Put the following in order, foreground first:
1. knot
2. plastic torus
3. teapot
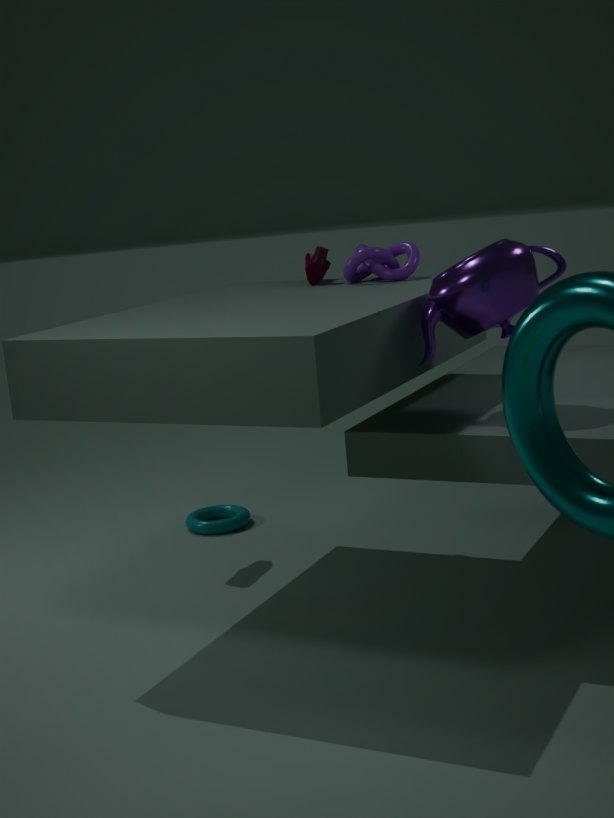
1. teapot
2. knot
3. plastic torus
